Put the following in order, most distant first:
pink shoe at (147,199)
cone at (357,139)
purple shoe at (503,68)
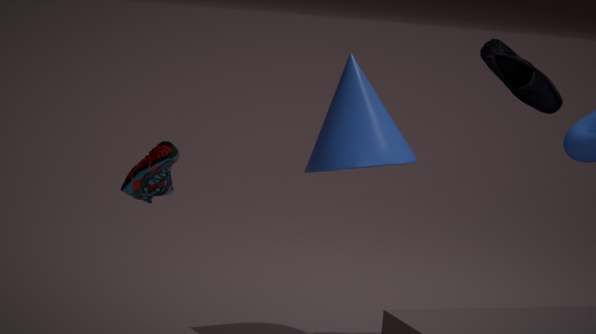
purple shoe at (503,68)
cone at (357,139)
pink shoe at (147,199)
